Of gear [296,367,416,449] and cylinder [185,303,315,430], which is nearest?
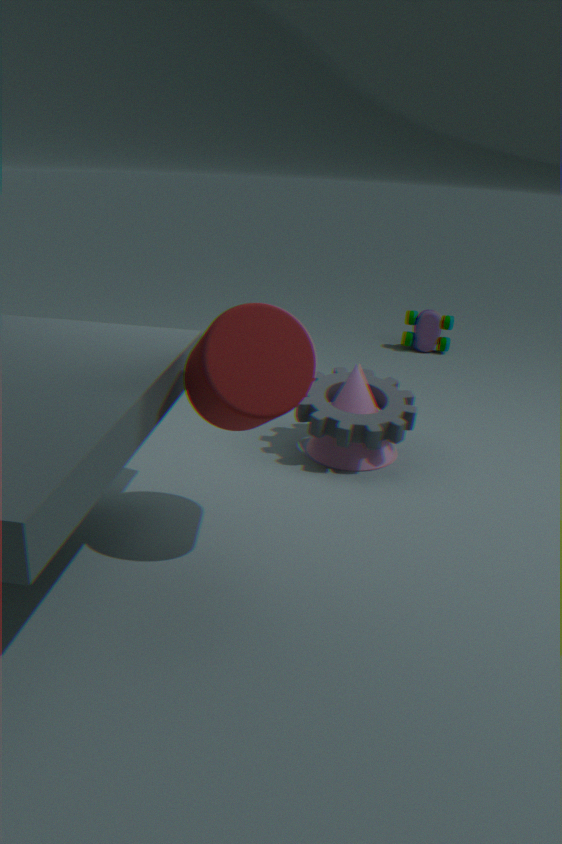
cylinder [185,303,315,430]
